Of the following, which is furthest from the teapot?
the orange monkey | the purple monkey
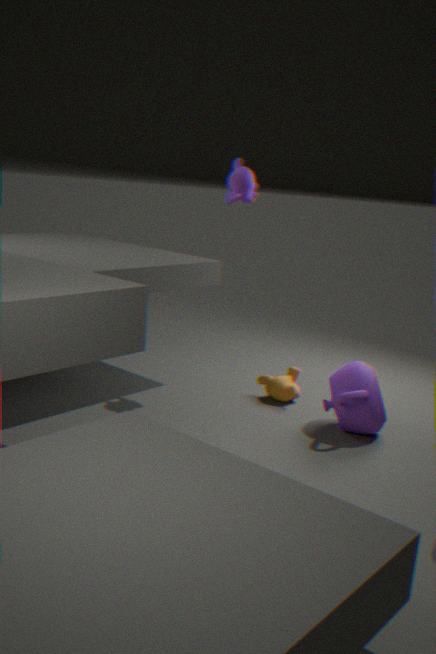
the purple monkey
